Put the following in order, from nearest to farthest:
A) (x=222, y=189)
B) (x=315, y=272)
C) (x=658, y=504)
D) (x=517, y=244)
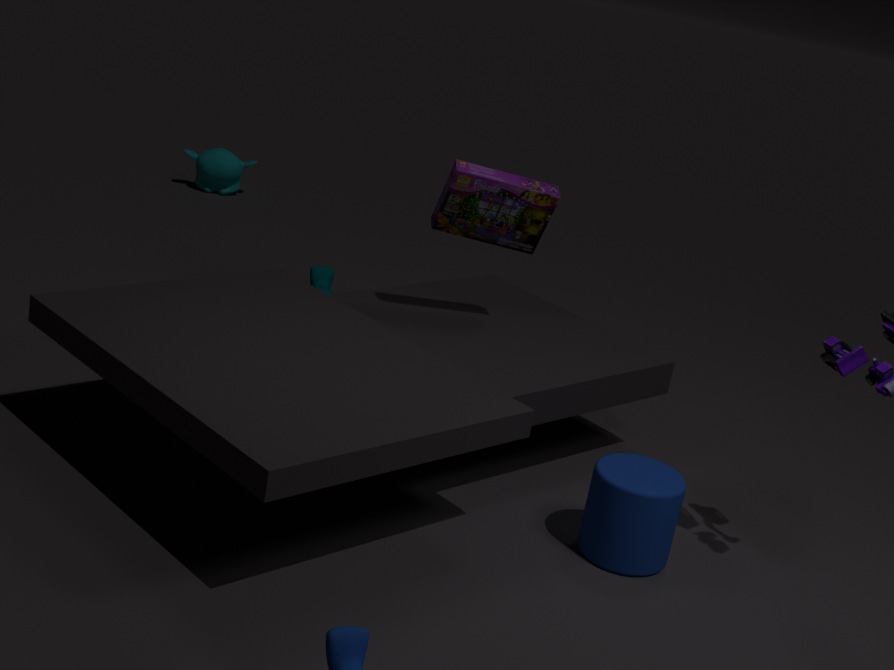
1. (x=658, y=504)
2. (x=517, y=244)
3. (x=315, y=272)
4. (x=222, y=189)
